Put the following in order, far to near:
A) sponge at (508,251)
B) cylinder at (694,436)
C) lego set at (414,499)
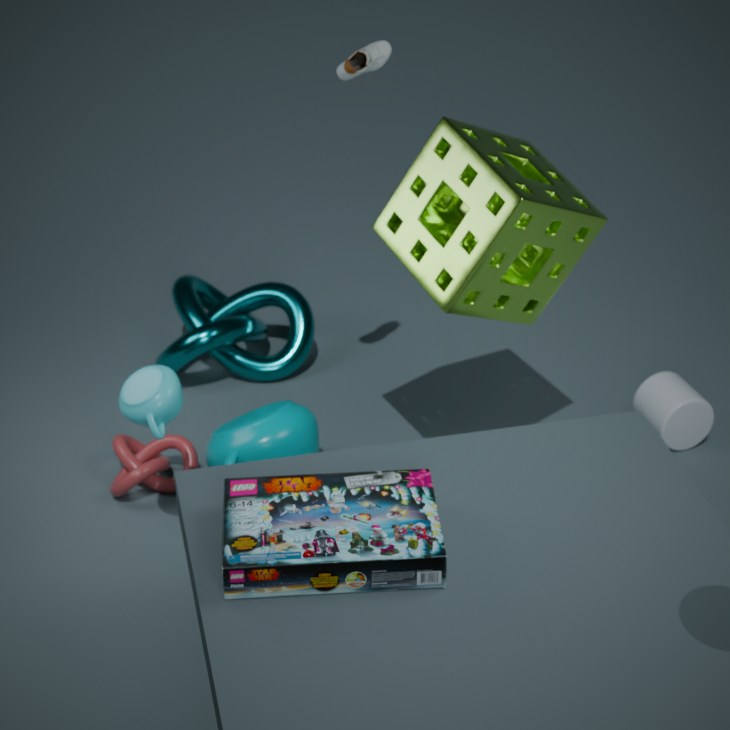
cylinder at (694,436), sponge at (508,251), lego set at (414,499)
